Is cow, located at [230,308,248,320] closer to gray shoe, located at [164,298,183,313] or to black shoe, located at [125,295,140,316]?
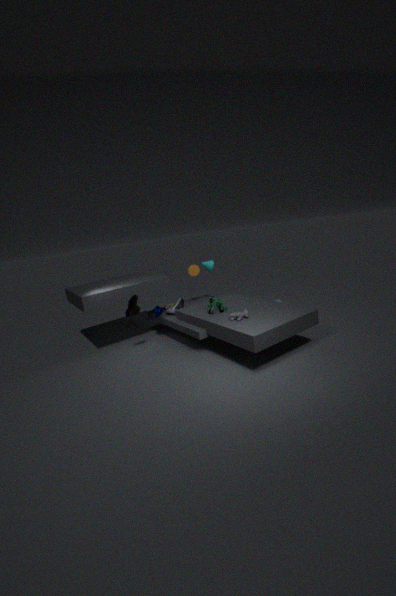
gray shoe, located at [164,298,183,313]
